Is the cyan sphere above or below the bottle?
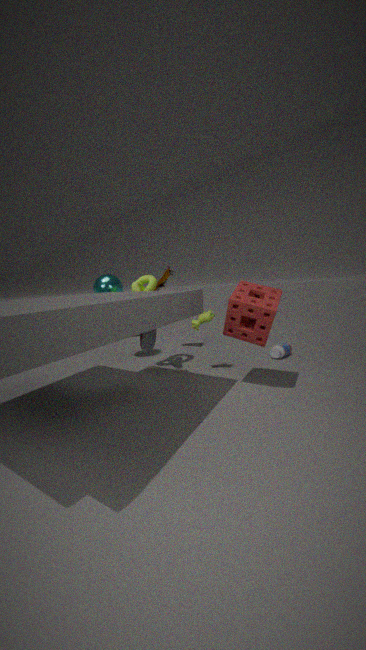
above
